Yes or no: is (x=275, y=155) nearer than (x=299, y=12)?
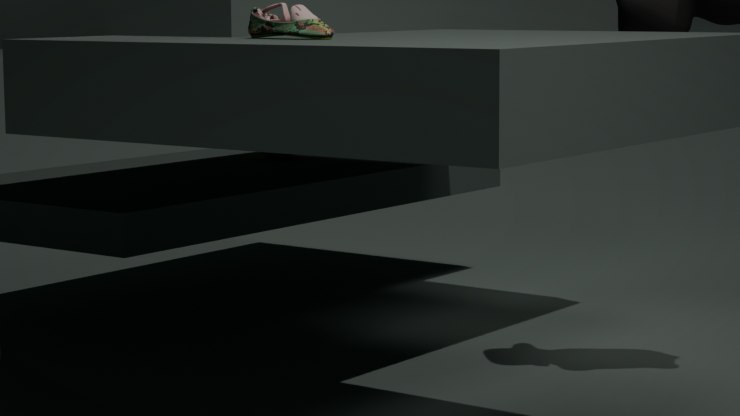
No
